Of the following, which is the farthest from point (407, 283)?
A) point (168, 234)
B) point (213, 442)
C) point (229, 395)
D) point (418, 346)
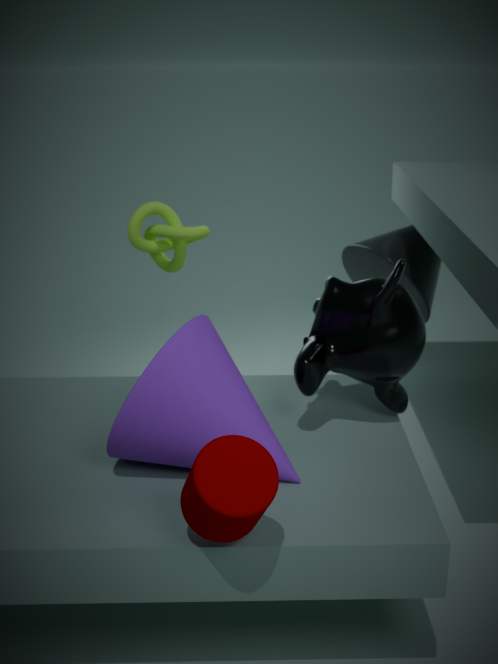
point (213, 442)
